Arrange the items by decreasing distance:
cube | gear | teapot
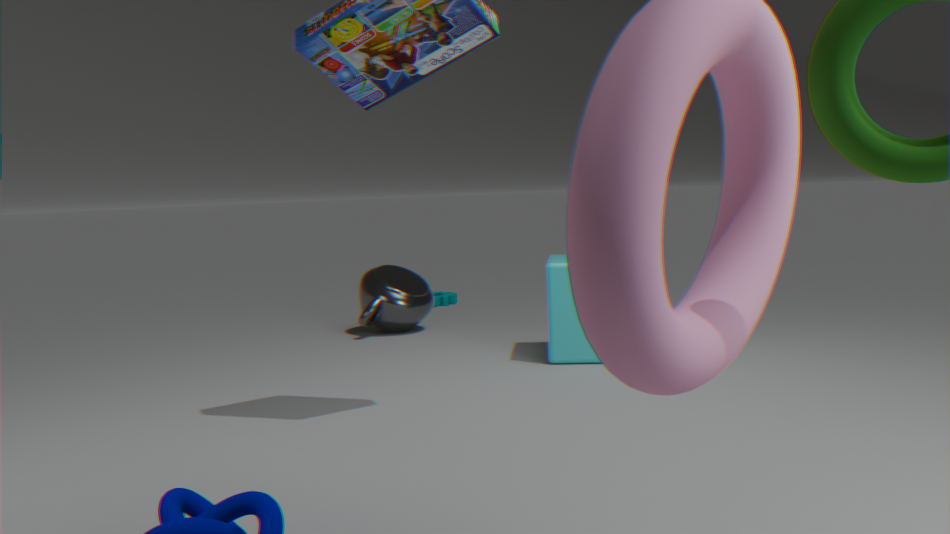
gear < teapot < cube
